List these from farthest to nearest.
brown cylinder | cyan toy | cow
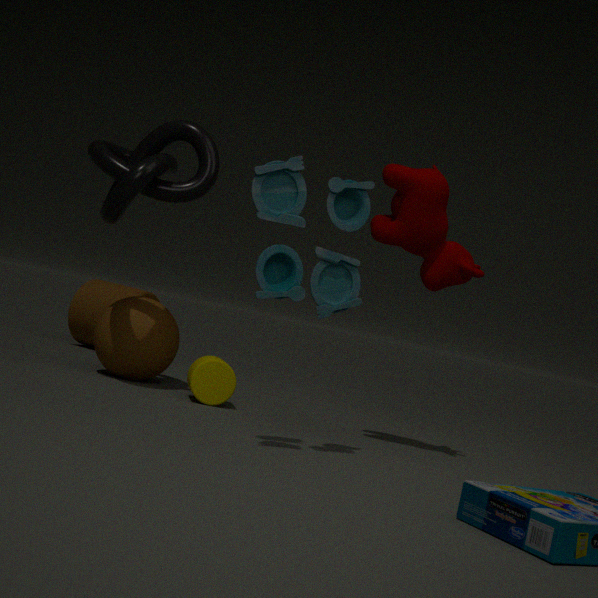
brown cylinder < cow < cyan toy
